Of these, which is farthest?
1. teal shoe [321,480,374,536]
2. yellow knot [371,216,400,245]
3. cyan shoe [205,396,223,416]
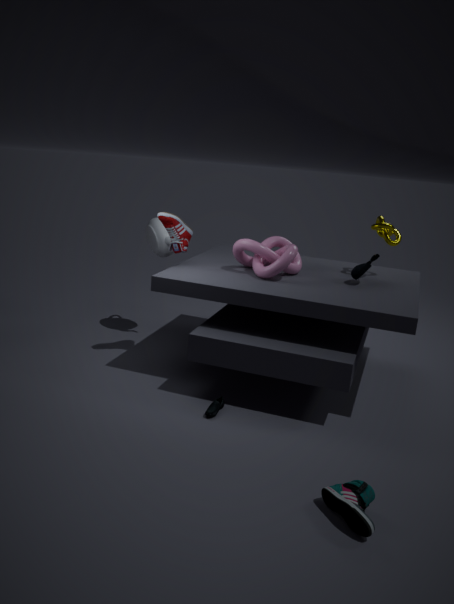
yellow knot [371,216,400,245]
